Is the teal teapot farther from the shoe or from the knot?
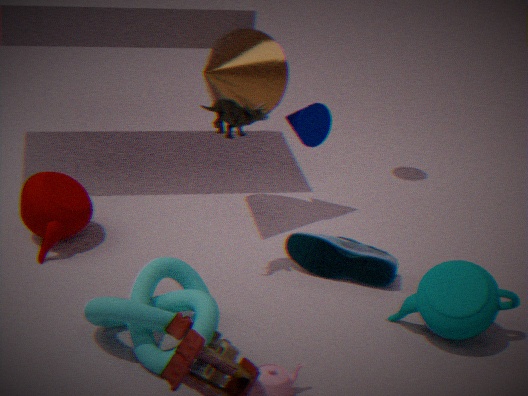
the knot
